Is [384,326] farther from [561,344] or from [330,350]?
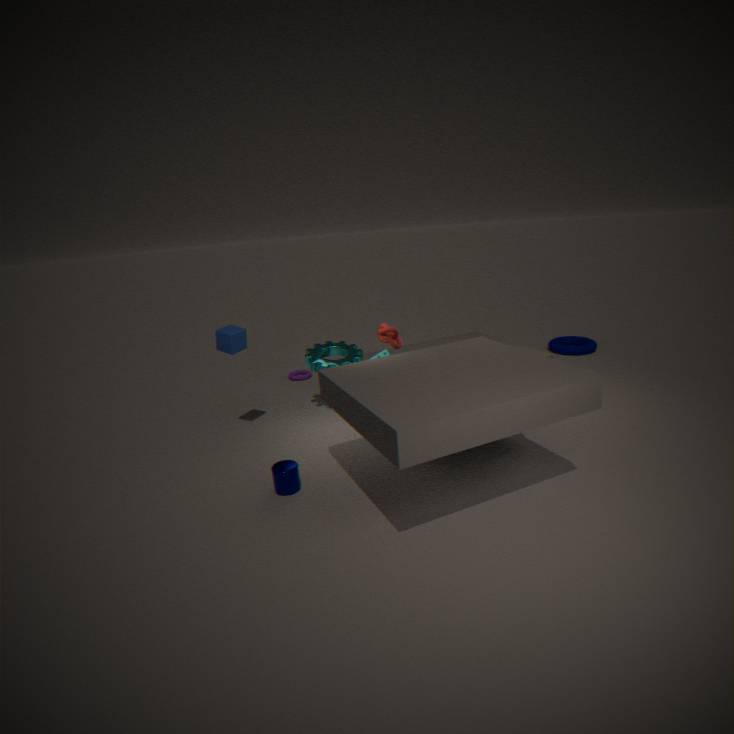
[561,344]
